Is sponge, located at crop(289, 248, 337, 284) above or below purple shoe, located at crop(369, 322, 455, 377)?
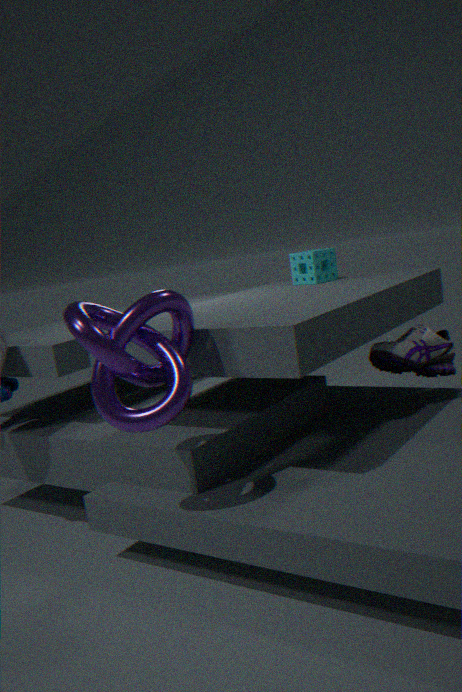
above
